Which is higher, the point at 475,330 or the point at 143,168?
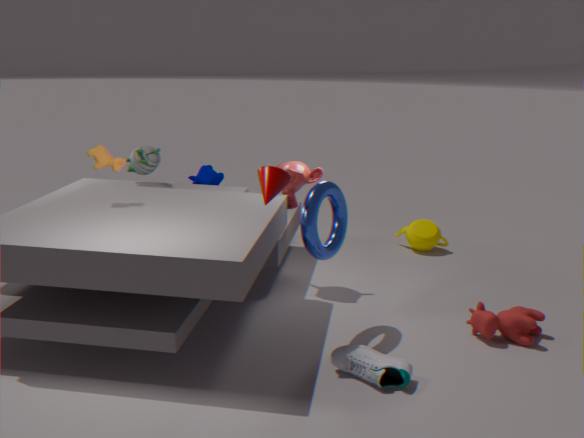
the point at 143,168
